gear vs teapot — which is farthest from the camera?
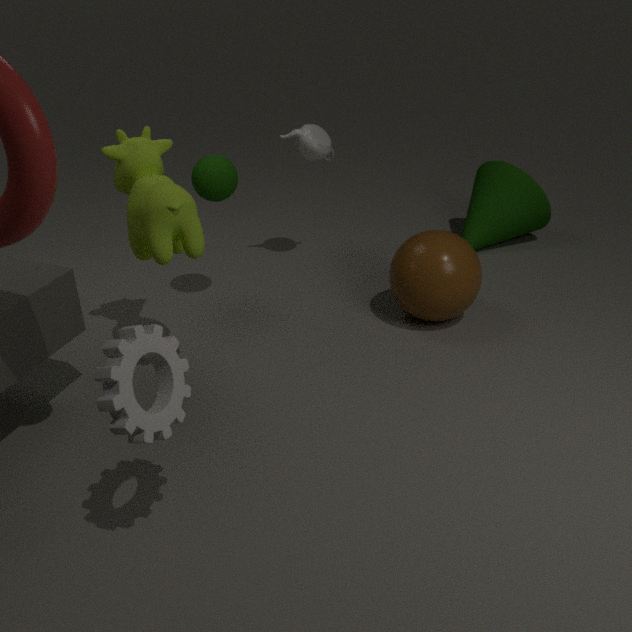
teapot
